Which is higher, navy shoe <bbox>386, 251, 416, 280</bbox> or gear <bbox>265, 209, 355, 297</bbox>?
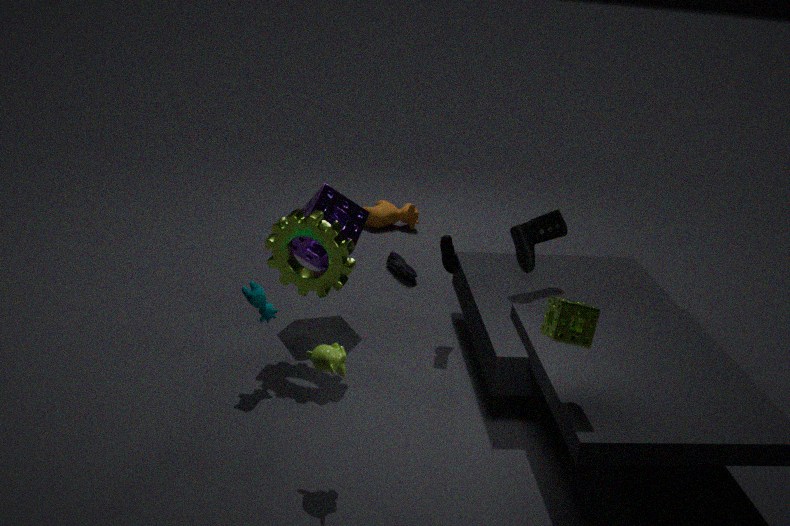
gear <bbox>265, 209, 355, 297</bbox>
